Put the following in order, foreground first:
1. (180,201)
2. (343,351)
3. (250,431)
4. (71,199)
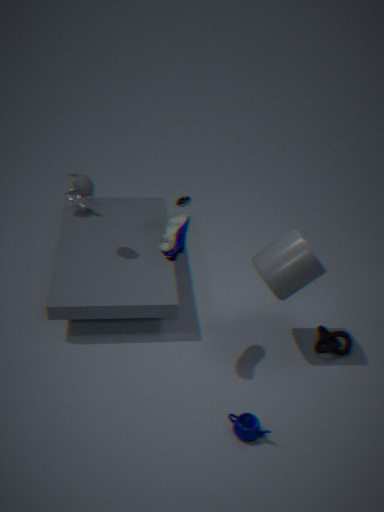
(250,431) → (343,351) → (71,199) → (180,201)
